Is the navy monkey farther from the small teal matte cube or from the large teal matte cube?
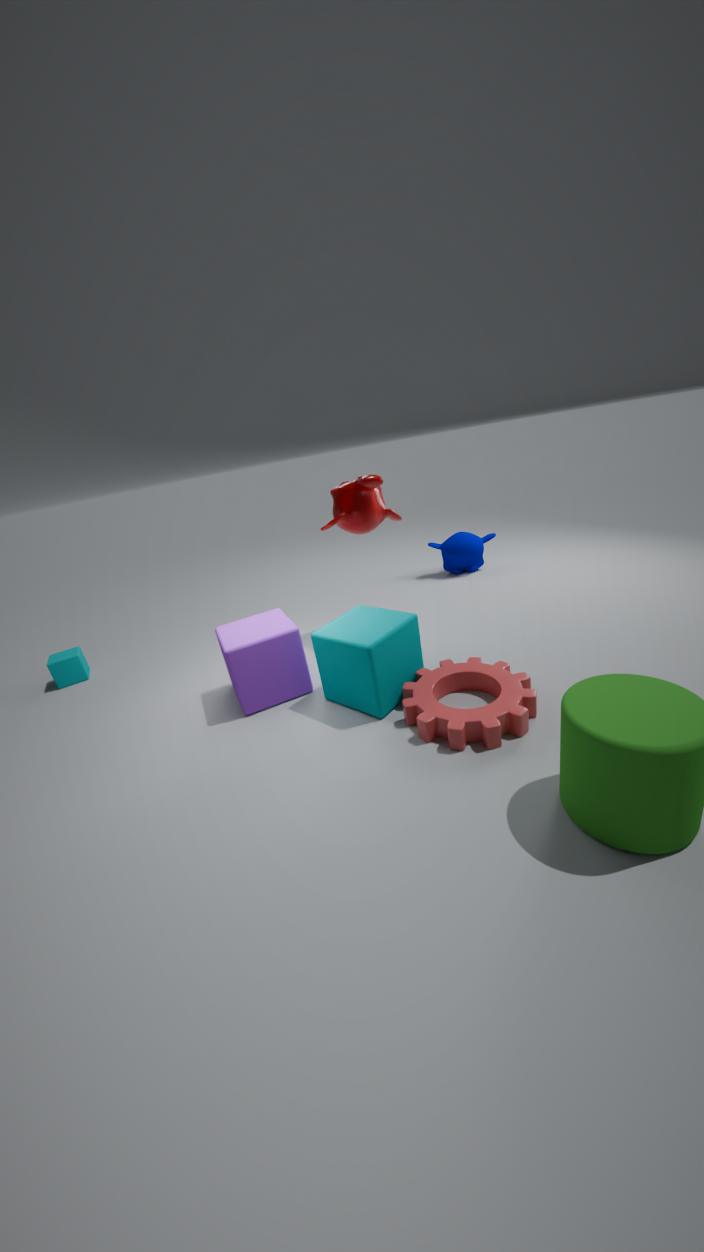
the small teal matte cube
